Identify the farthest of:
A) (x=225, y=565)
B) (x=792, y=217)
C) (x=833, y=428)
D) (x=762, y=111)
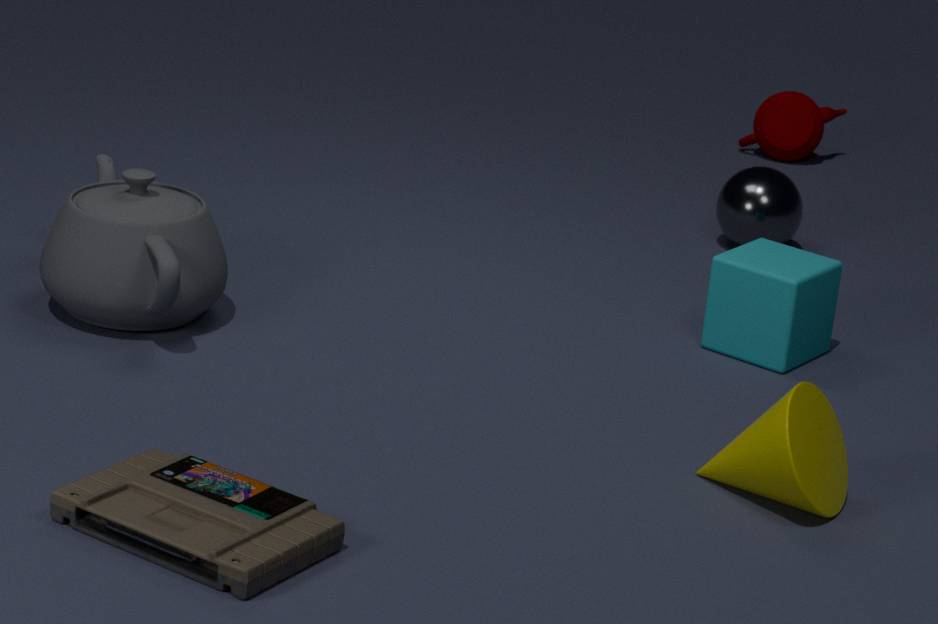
(x=762, y=111)
